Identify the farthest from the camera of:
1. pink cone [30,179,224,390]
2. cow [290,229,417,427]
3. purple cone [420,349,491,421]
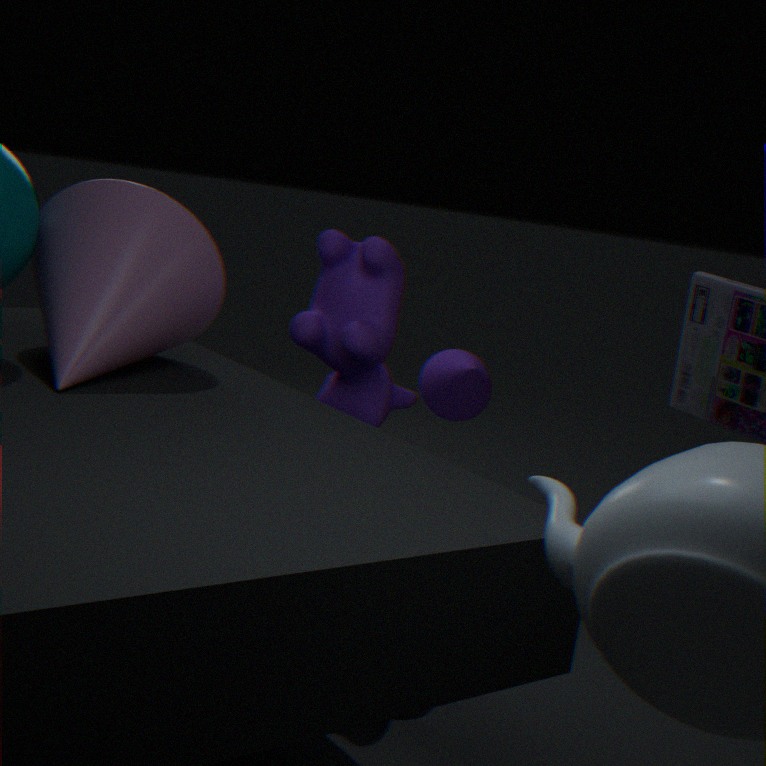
purple cone [420,349,491,421]
